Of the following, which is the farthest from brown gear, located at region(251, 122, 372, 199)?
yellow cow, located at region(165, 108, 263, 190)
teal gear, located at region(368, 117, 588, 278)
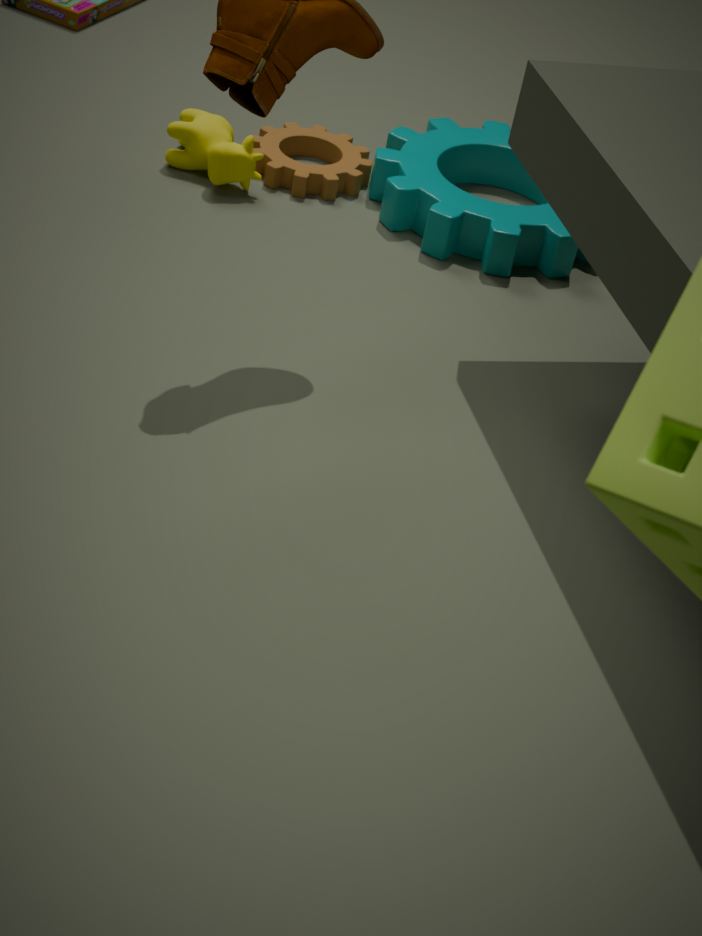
yellow cow, located at region(165, 108, 263, 190)
